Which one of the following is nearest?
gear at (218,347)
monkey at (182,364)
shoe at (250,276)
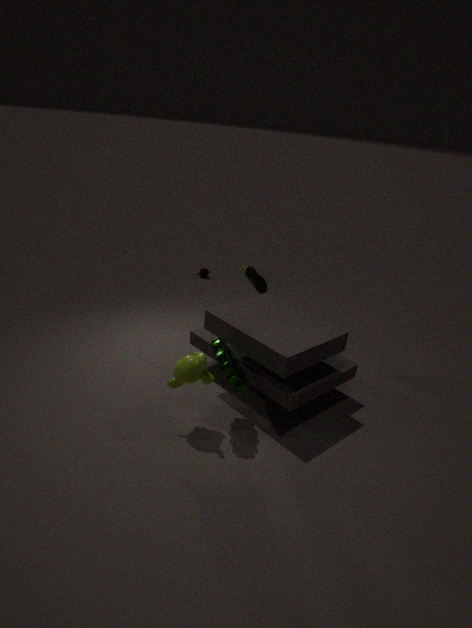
gear at (218,347)
